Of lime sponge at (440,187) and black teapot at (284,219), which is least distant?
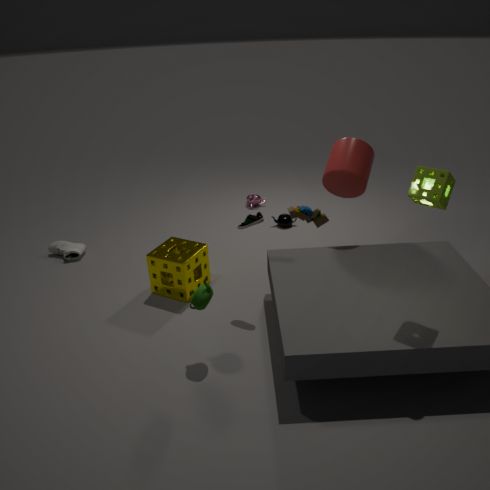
lime sponge at (440,187)
